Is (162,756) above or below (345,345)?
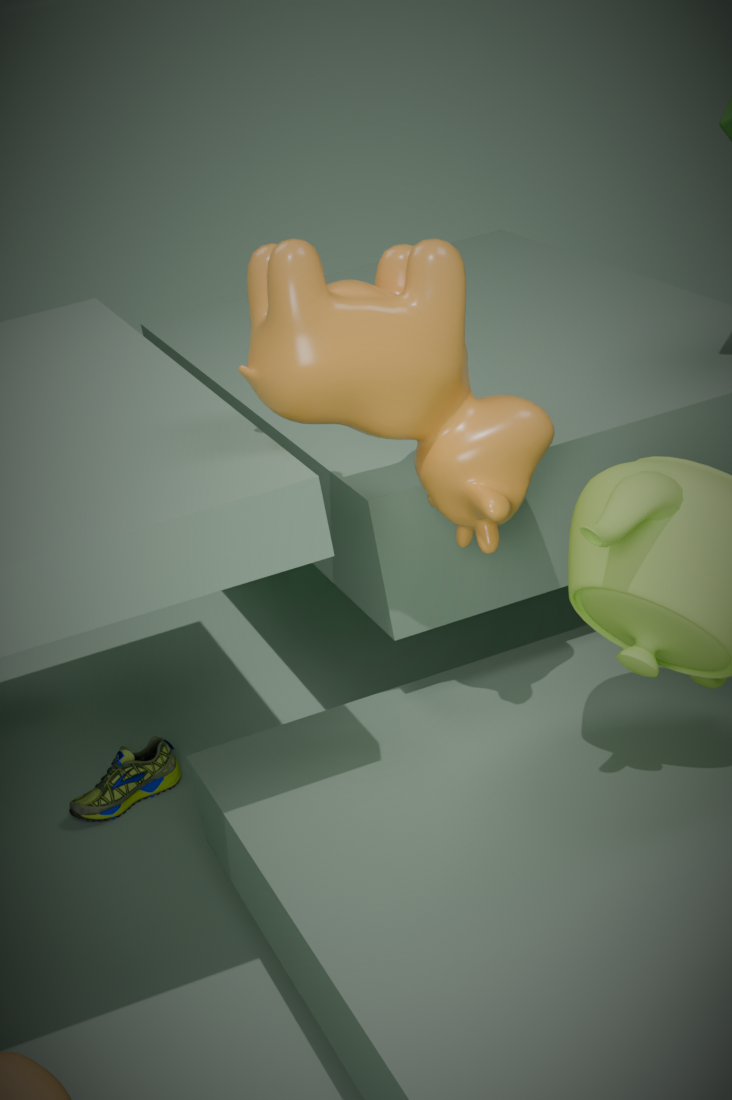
below
